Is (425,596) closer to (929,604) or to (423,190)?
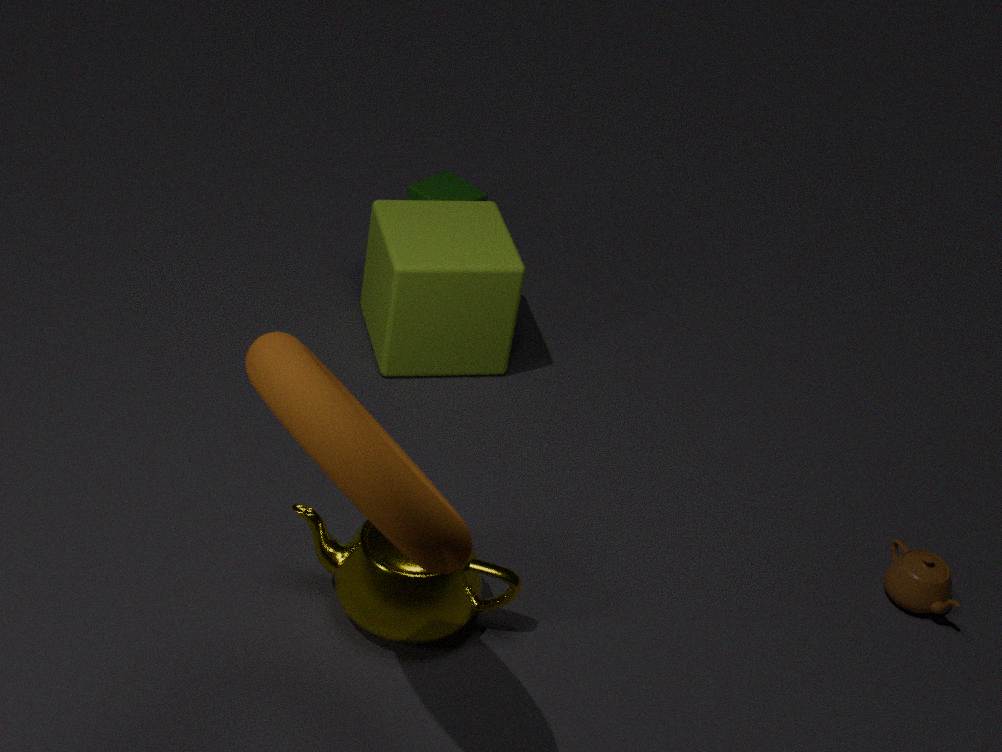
(929,604)
